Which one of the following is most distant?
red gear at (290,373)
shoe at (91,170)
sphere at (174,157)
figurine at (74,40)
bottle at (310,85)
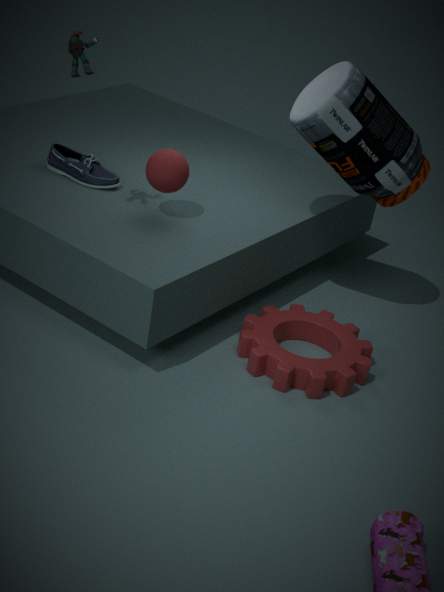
shoe at (91,170)
